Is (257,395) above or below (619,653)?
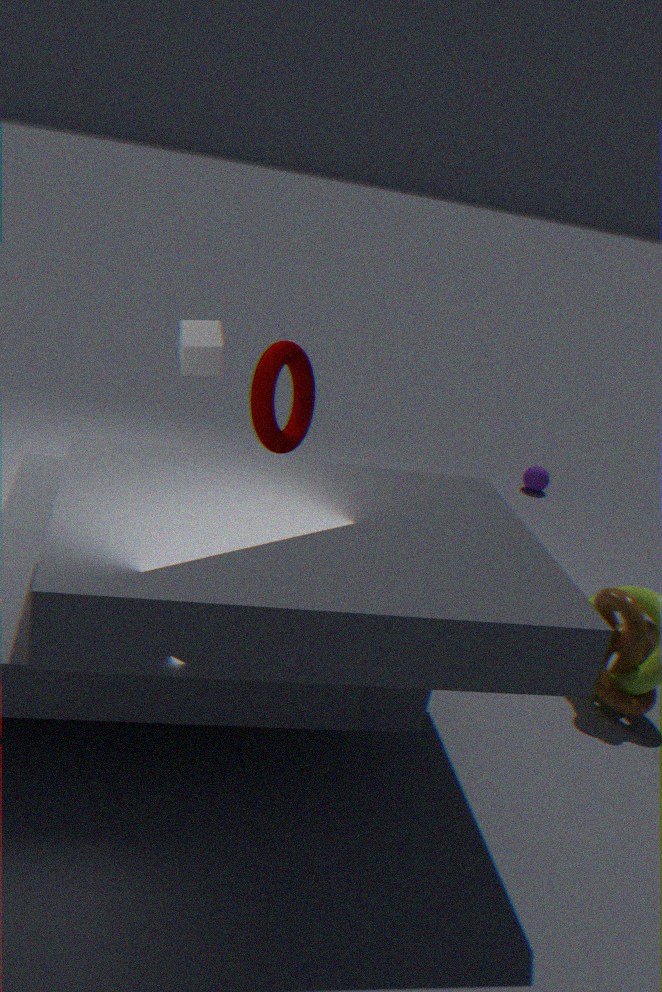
above
